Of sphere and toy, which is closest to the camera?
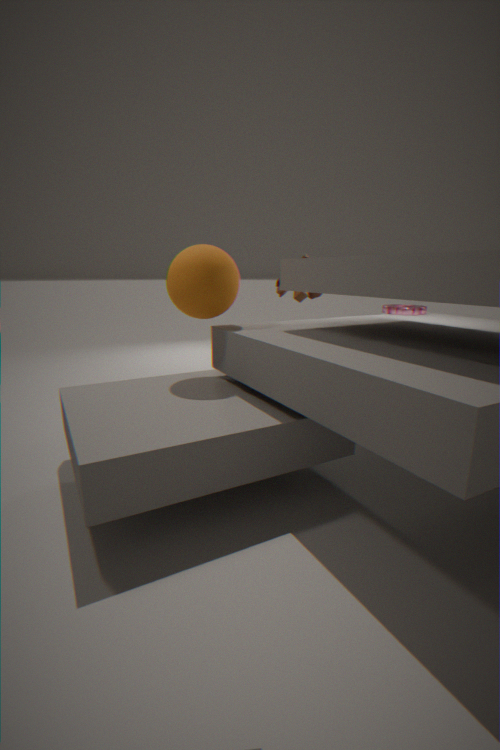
sphere
